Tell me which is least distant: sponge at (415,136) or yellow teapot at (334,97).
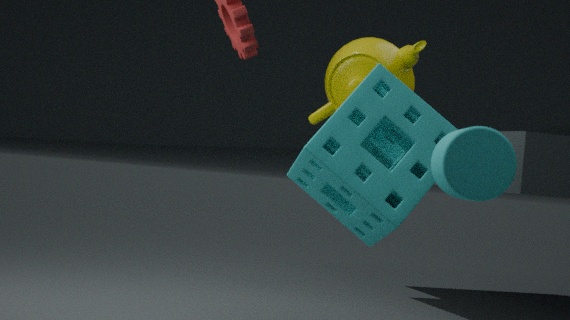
sponge at (415,136)
